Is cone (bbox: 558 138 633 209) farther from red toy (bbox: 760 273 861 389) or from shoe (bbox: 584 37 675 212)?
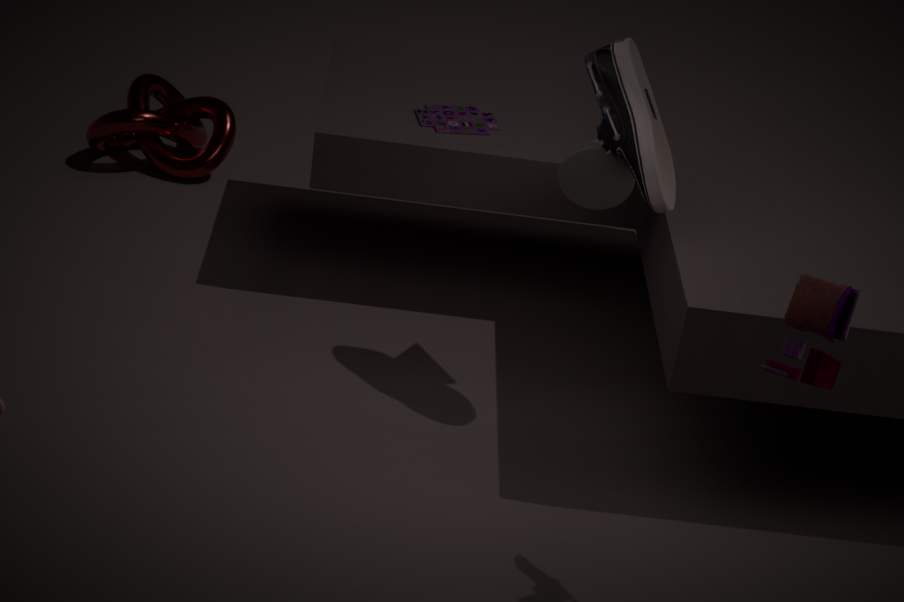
red toy (bbox: 760 273 861 389)
